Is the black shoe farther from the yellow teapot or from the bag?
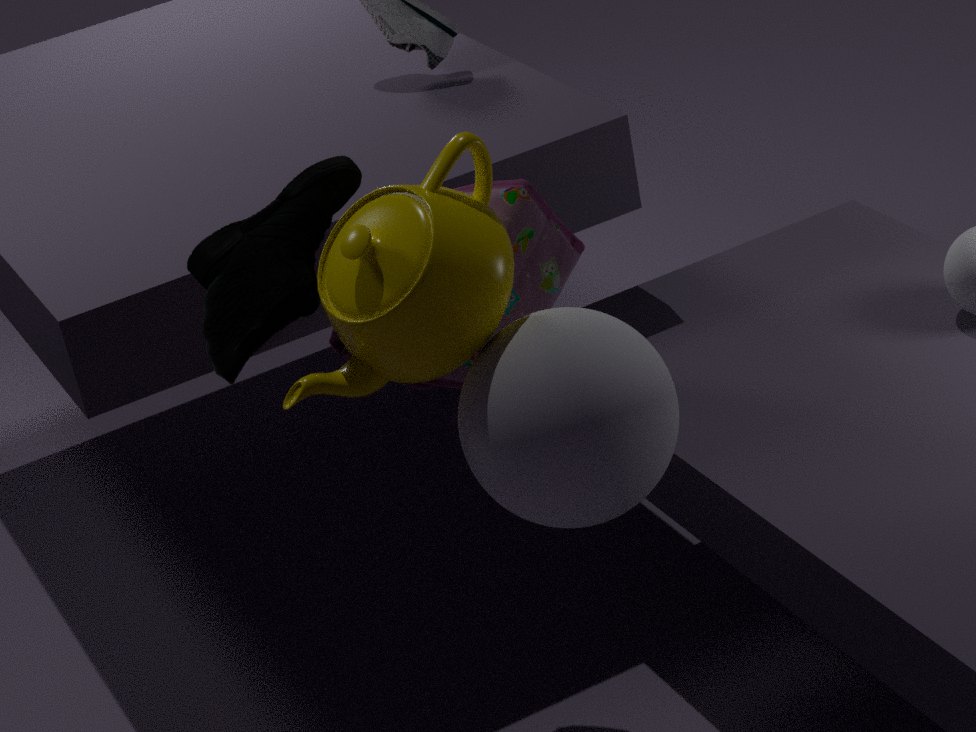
Answer: the bag
